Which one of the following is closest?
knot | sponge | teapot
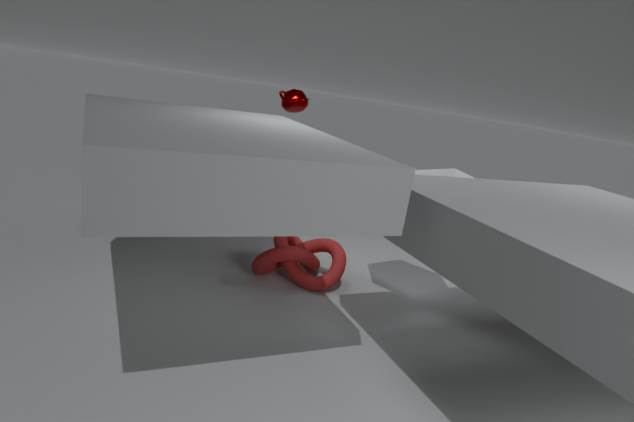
sponge
